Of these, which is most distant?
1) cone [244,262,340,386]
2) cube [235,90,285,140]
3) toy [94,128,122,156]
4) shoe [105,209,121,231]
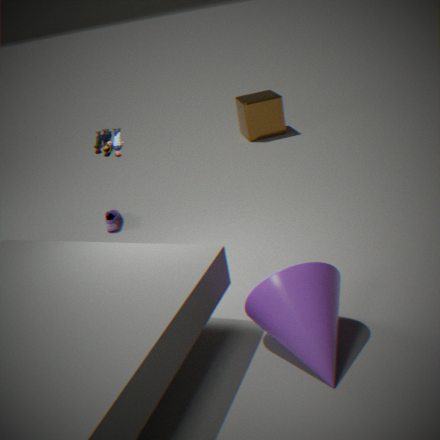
2. cube [235,90,285,140]
